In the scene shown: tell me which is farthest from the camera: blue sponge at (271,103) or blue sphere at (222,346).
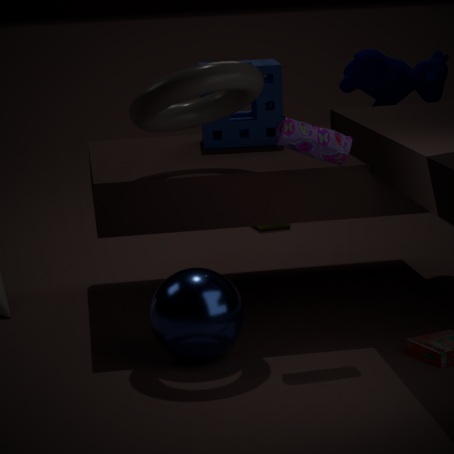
blue sponge at (271,103)
